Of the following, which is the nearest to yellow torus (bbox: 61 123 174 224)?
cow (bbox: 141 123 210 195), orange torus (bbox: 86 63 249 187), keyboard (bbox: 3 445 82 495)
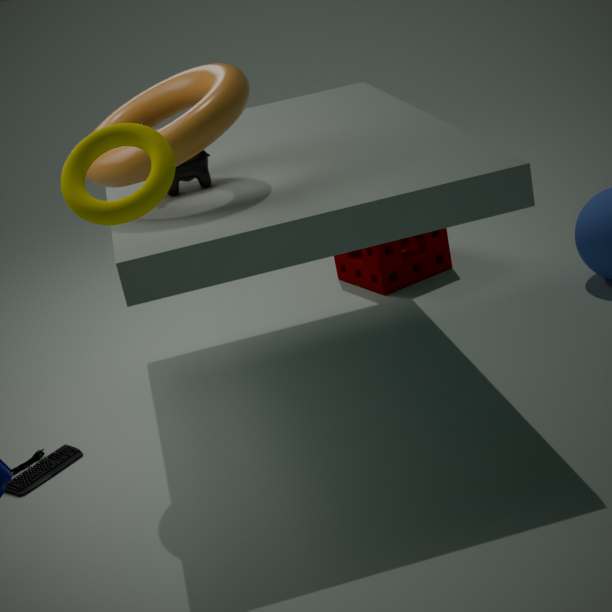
orange torus (bbox: 86 63 249 187)
